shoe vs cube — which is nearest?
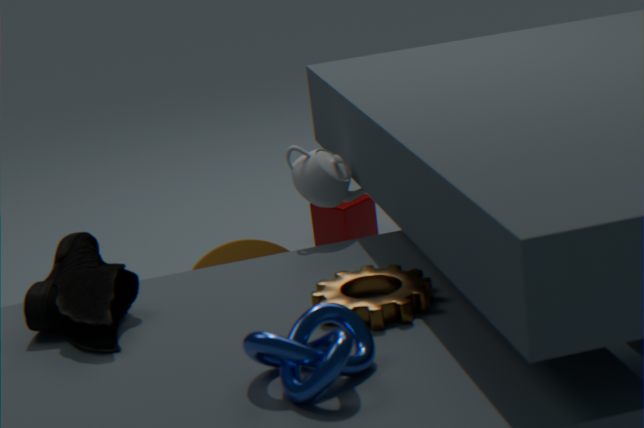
shoe
